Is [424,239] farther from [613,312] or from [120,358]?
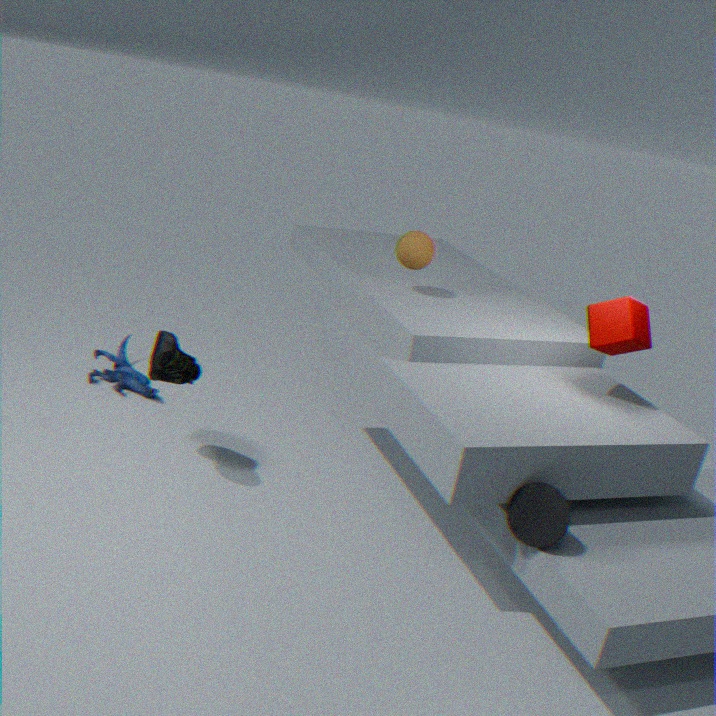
[120,358]
